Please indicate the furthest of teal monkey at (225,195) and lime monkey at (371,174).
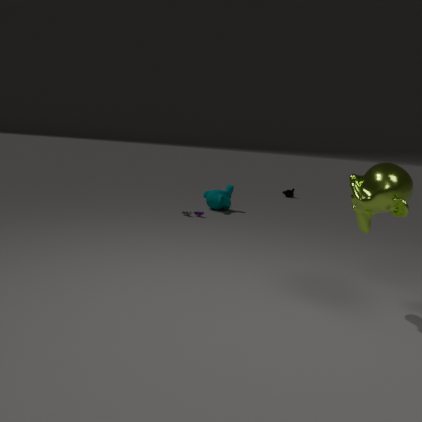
teal monkey at (225,195)
